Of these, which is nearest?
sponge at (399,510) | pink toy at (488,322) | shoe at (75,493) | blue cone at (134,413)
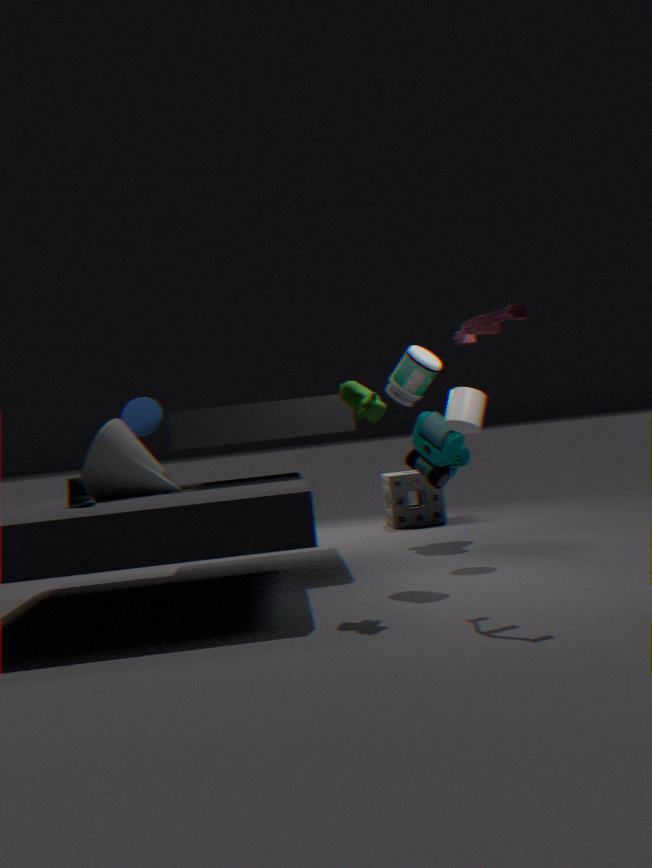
pink toy at (488,322)
